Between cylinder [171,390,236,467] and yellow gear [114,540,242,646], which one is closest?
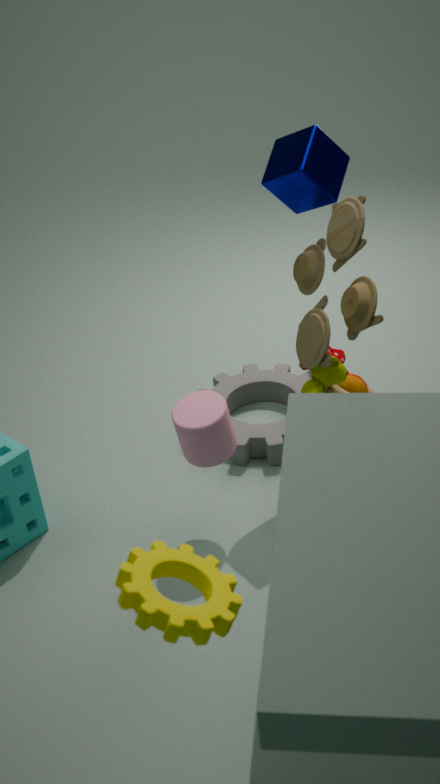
yellow gear [114,540,242,646]
